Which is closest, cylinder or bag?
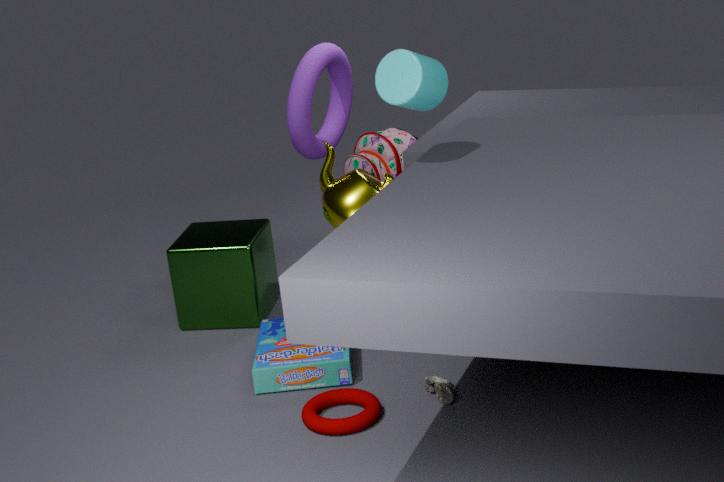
cylinder
